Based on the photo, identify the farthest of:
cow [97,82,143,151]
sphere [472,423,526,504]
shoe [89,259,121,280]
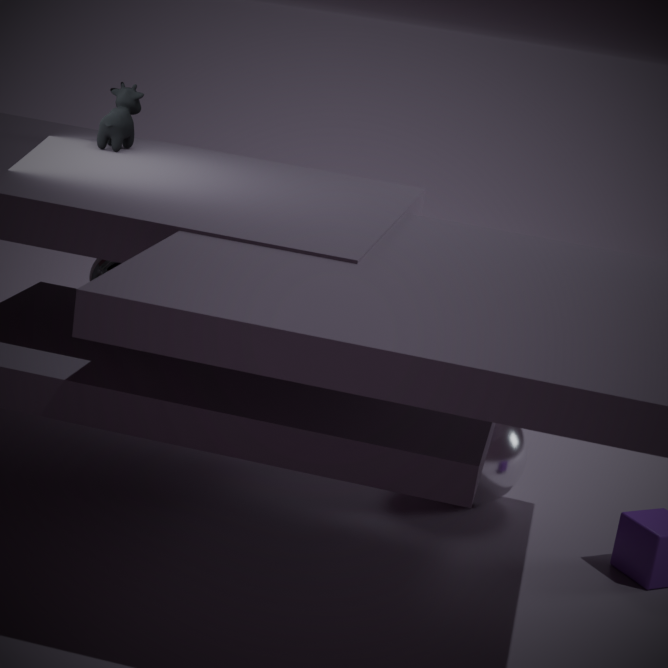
shoe [89,259,121,280]
